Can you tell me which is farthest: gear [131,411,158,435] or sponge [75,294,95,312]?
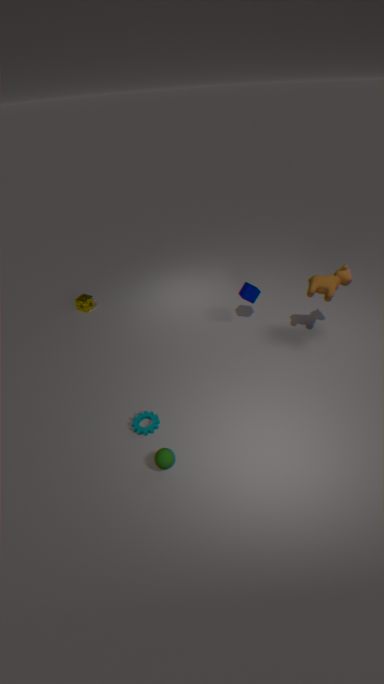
sponge [75,294,95,312]
